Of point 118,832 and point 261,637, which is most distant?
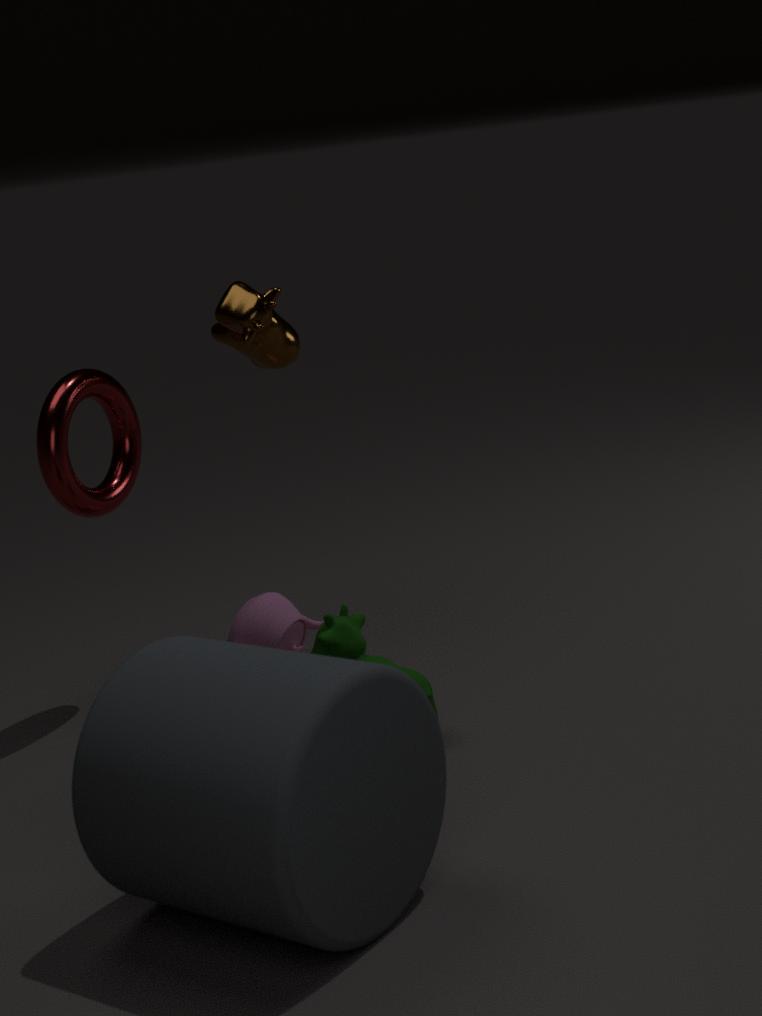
point 261,637
